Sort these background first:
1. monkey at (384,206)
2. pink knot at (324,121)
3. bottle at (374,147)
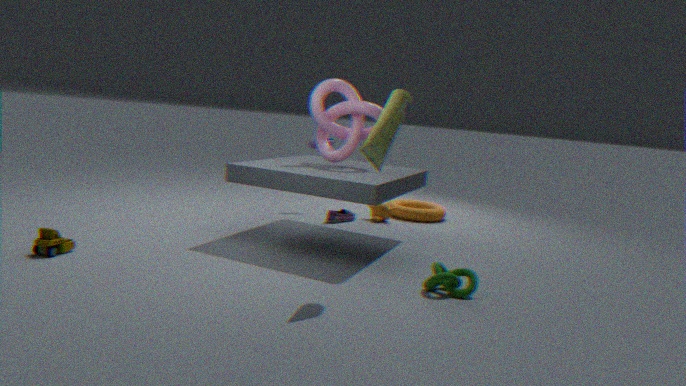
monkey at (384,206), pink knot at (324,121), bottle at (374,147)
